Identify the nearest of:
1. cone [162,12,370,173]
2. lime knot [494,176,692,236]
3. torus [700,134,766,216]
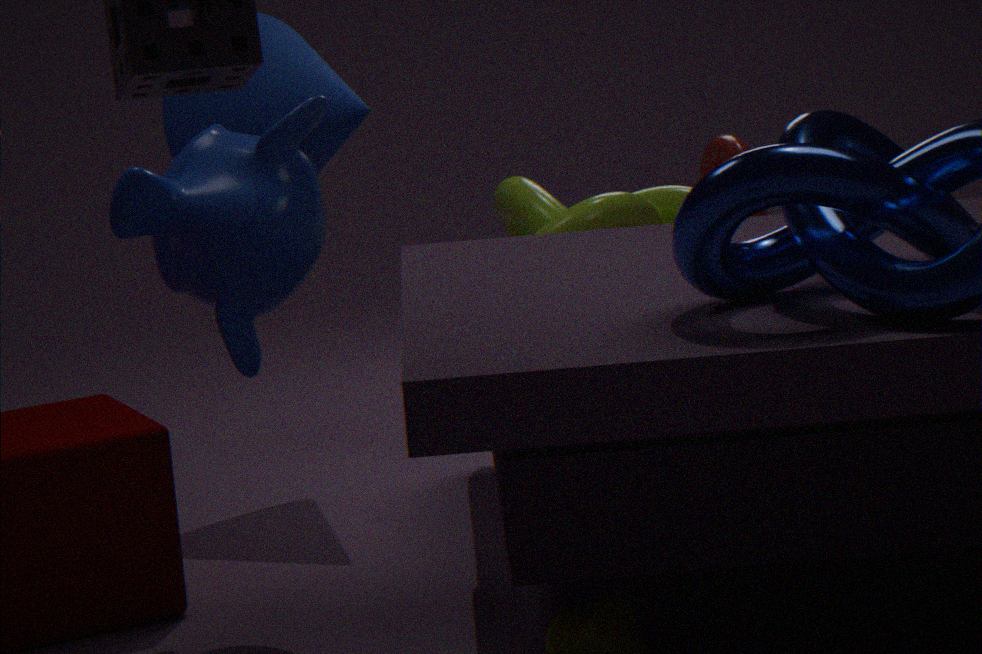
lime knot [494,176,692,236]
